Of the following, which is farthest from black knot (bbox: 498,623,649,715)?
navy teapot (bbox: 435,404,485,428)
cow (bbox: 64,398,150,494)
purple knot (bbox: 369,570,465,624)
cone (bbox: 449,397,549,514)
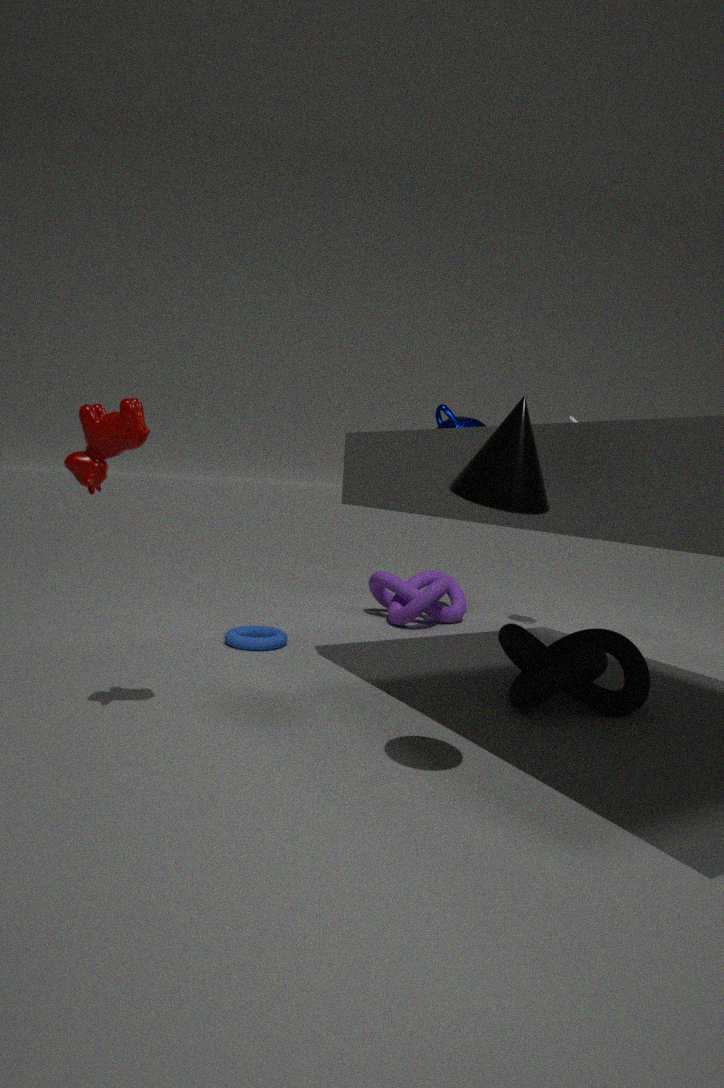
cow (bbox: 64,398,150,494)
